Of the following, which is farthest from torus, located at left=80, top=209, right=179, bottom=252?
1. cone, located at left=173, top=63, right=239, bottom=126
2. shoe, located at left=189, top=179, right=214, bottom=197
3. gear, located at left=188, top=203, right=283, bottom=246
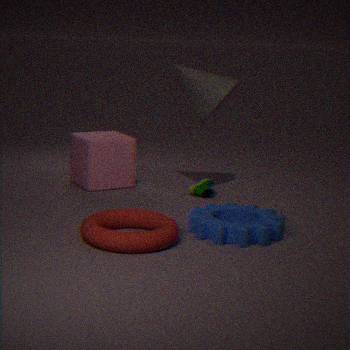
cone, located at left=173, top=63, right=239, bottom=126
